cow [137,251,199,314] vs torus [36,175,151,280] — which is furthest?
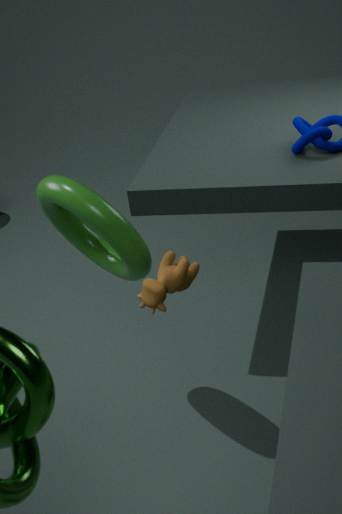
torus [36,175,151,280]
